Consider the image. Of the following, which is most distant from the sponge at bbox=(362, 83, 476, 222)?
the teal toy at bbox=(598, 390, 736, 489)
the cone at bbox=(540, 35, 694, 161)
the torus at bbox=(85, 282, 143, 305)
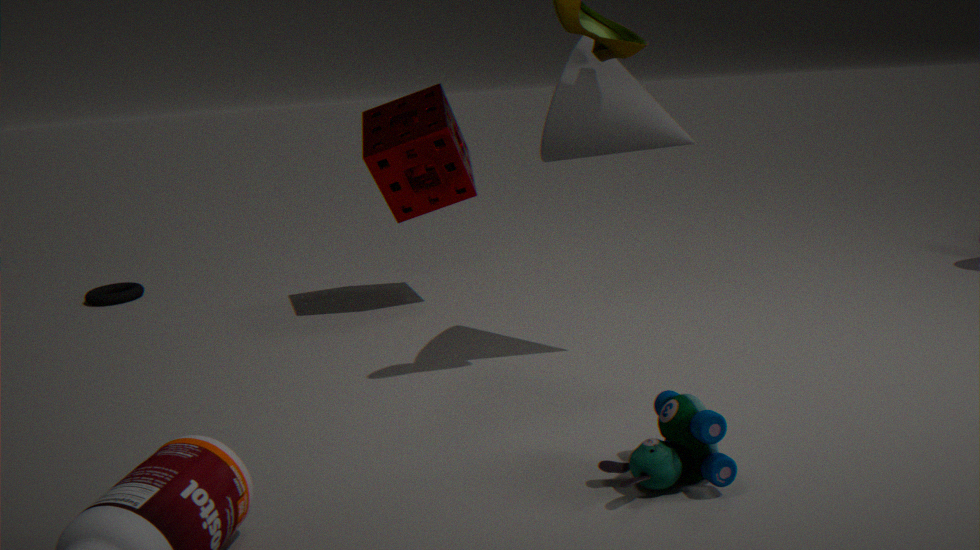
the teal toy at bbox=(598, 390, 736, 489)
